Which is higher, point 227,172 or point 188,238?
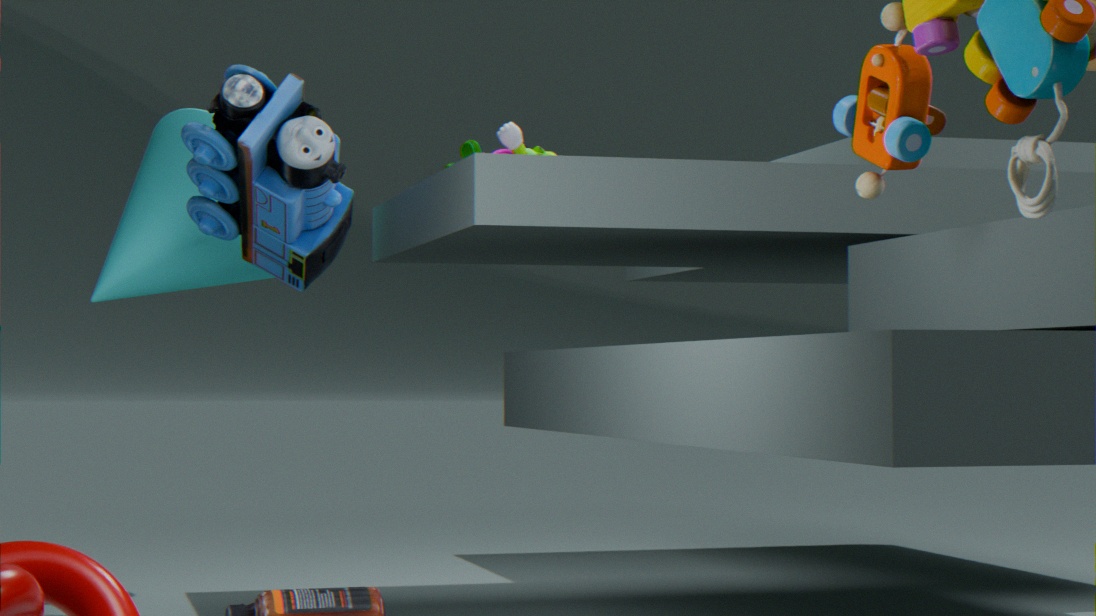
point 227,172
